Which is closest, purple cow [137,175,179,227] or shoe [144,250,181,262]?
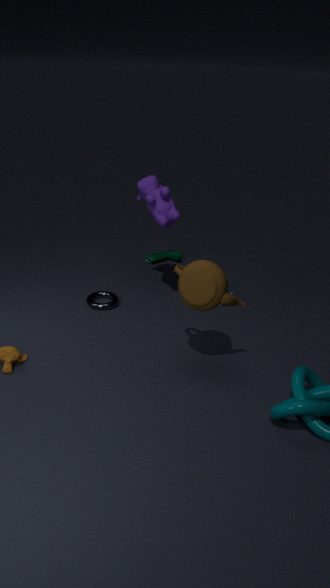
purple cow [137,175,179,227]
